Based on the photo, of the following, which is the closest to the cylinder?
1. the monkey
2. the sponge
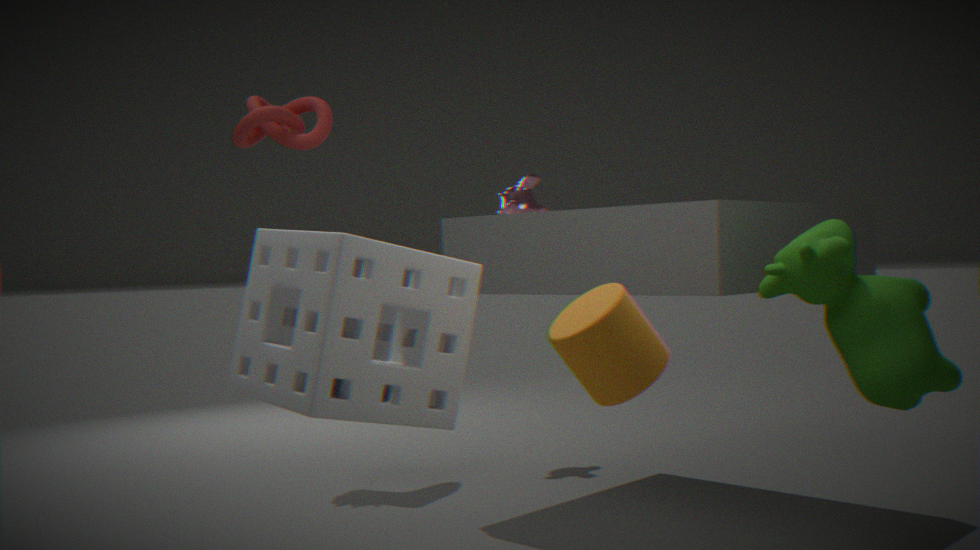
the sponge
